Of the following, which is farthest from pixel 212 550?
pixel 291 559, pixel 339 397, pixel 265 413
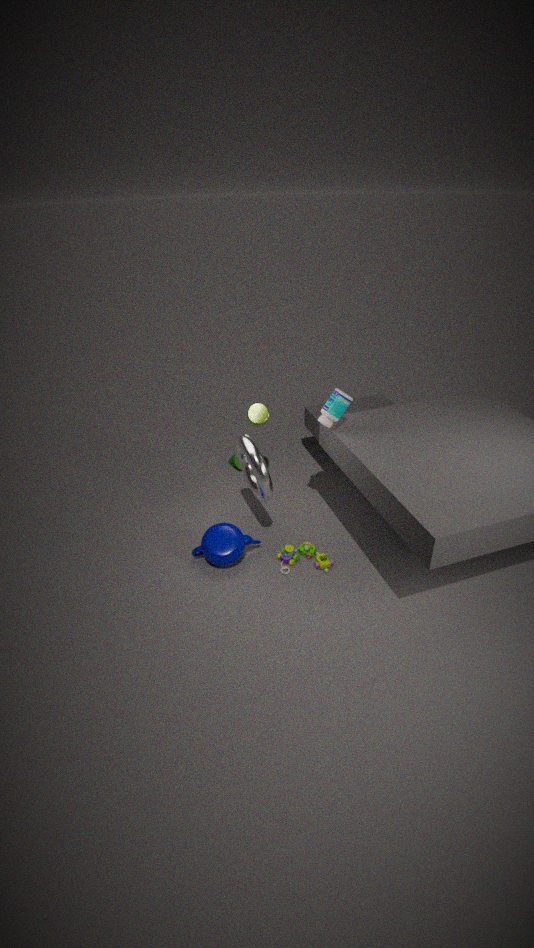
pixel 339 397
